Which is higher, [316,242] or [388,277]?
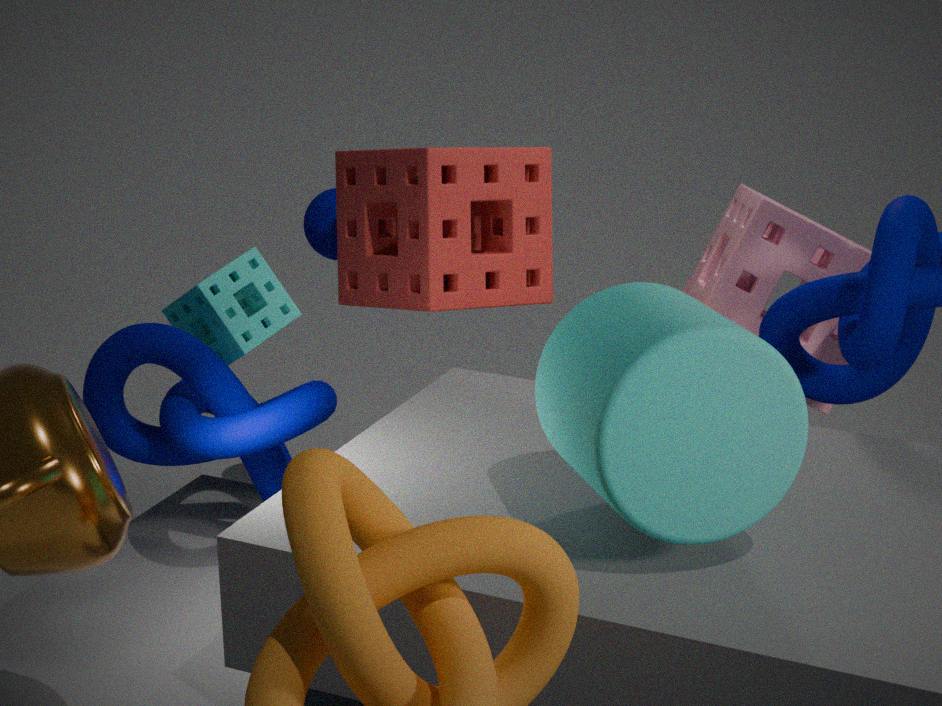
[388,277]
